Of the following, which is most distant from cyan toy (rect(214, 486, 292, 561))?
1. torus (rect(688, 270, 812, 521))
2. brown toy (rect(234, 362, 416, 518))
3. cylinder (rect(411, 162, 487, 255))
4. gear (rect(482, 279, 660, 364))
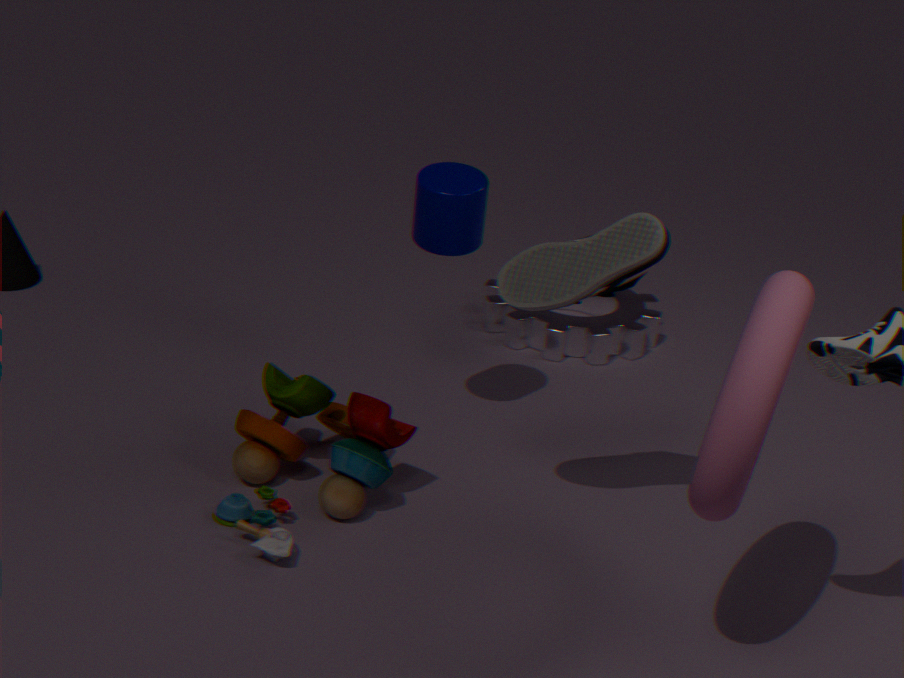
gear (rect(482, 279, 660, 364))
